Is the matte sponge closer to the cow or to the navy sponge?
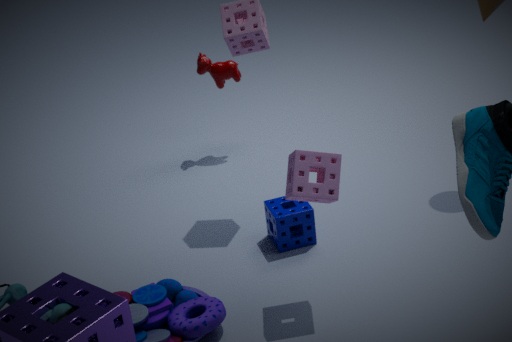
the navy sponge
